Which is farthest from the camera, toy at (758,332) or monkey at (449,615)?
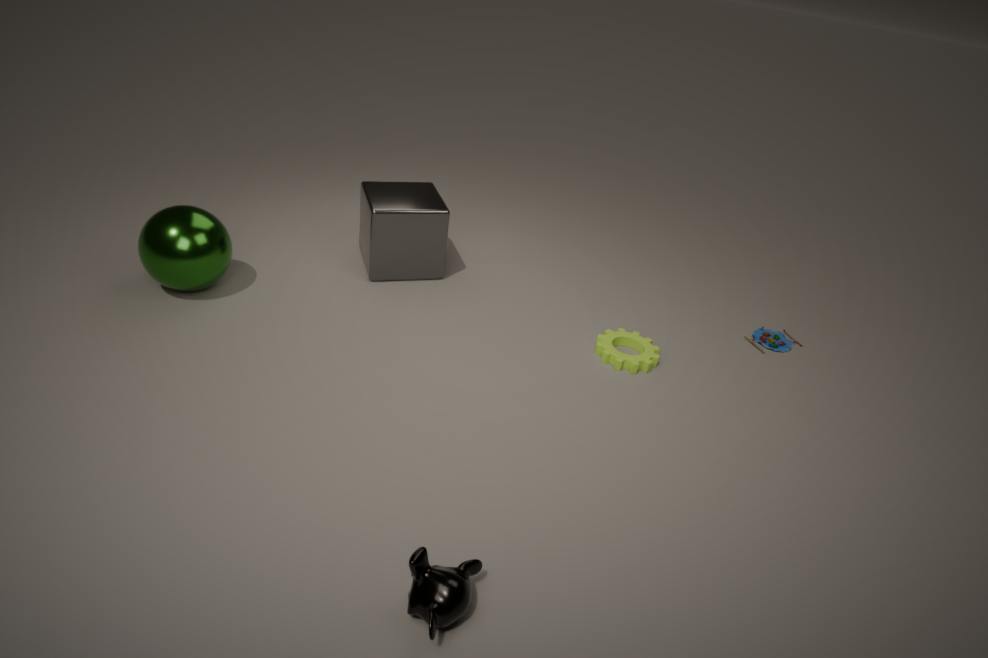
toy at (758,332)
